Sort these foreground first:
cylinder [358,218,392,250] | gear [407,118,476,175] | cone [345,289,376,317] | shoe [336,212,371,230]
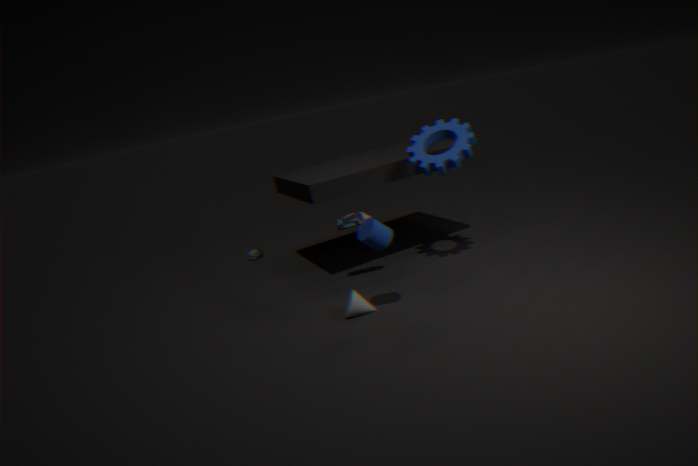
cylinder [358,218,392,250]
cone [345,289,376,317]
gear [407,118,476,175]
shoe [336,212,371,230]
